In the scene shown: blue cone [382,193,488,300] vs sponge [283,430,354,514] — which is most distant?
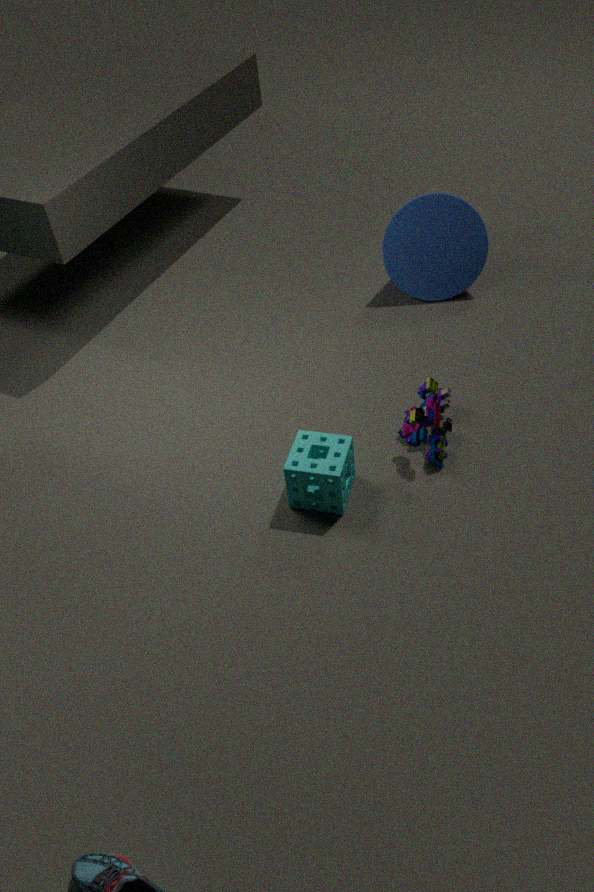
blue cone [382,193,488,300]
